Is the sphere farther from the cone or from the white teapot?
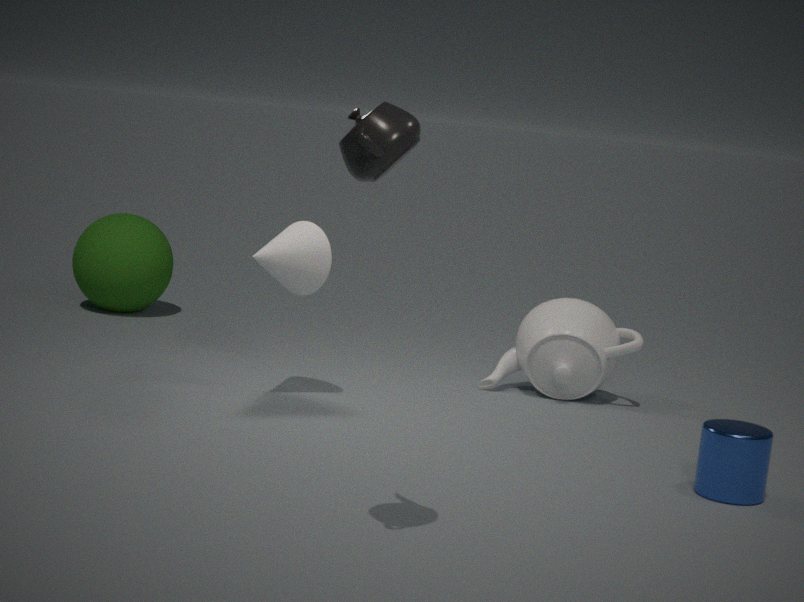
the white teapot
